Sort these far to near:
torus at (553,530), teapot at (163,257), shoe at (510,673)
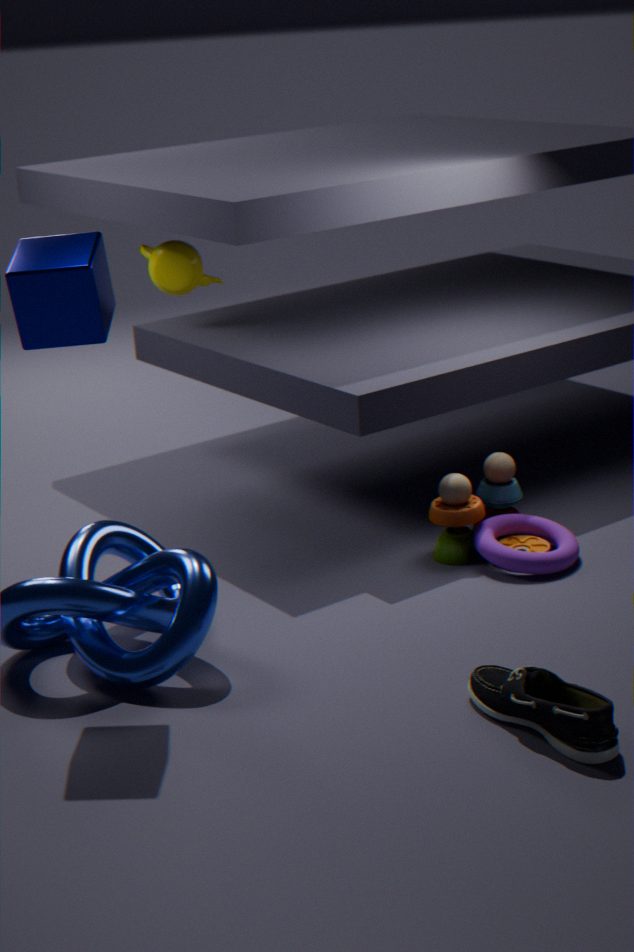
teapot at (163,257) < torus at (553,530) < shoe at (510,673)
